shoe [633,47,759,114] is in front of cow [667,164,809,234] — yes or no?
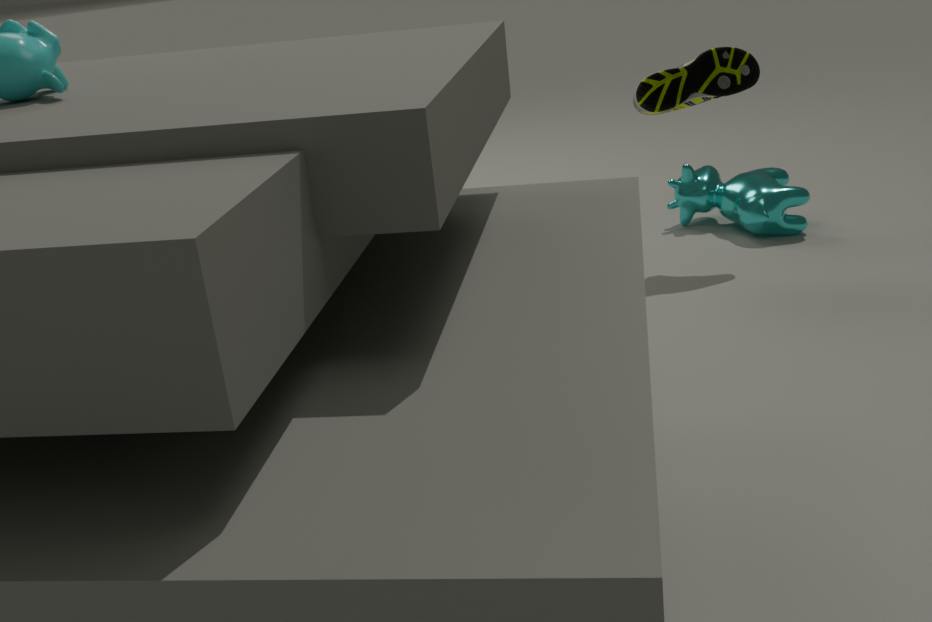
Yes
